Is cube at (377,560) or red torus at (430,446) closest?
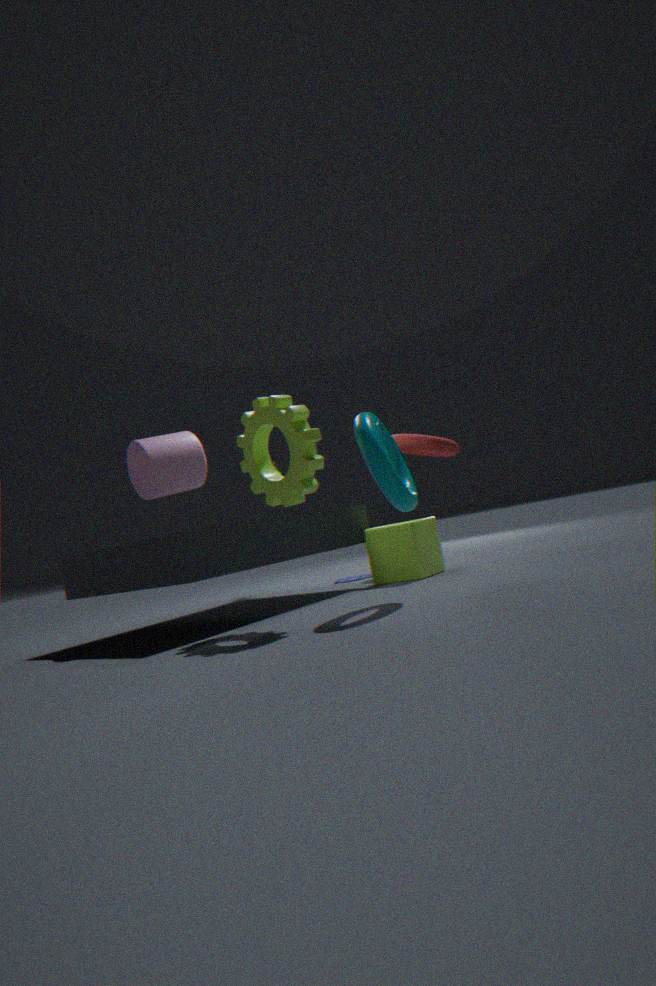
cube at (377,560)
